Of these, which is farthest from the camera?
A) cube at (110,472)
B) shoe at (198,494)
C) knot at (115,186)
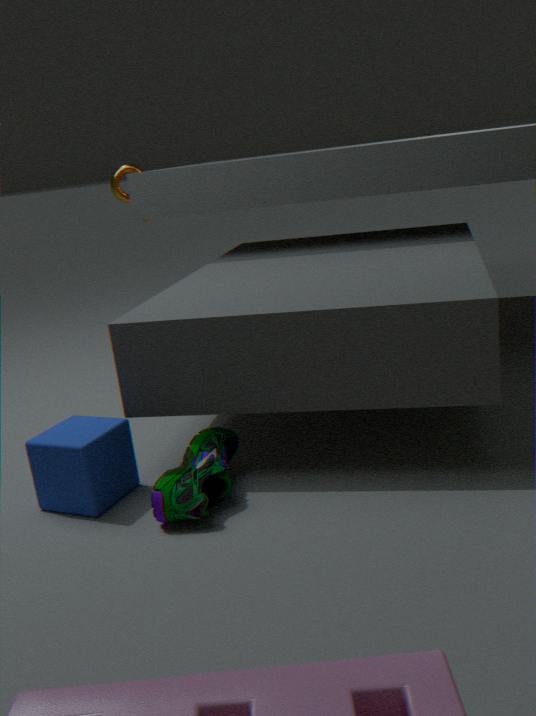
knot at (115,186)
